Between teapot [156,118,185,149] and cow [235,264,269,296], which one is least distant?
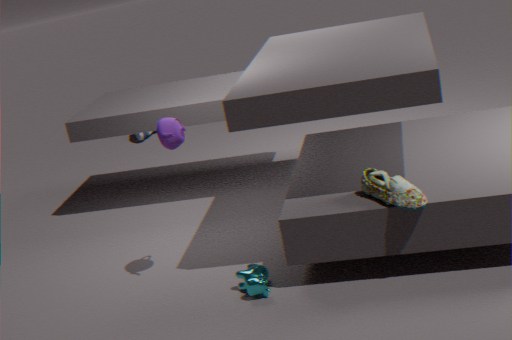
cow [235,264,269,296]
